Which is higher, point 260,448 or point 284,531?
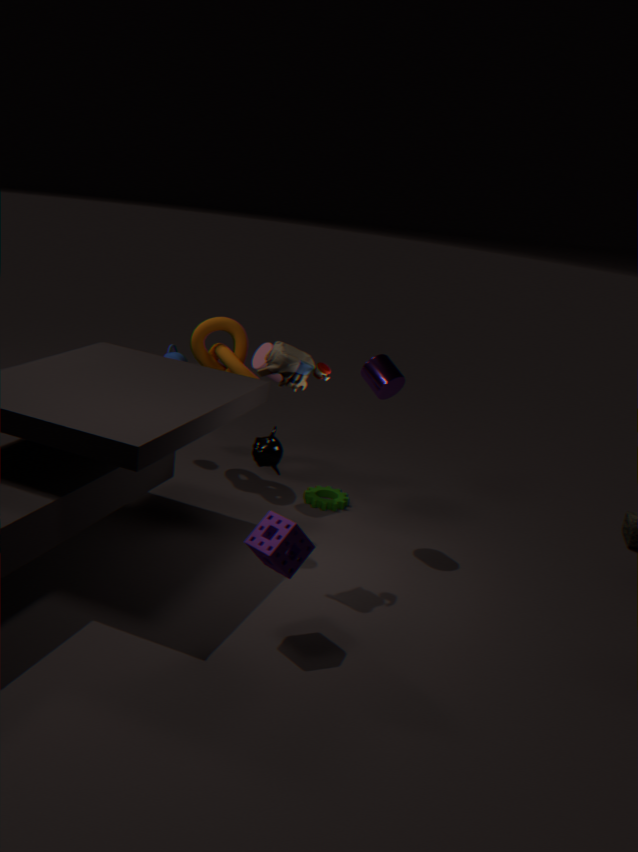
Result: point 260,448
